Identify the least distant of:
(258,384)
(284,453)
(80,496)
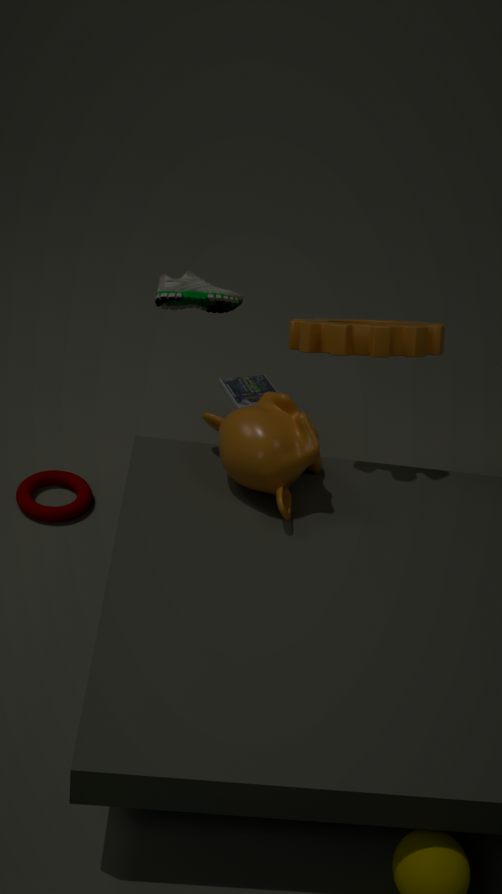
(284,453)
